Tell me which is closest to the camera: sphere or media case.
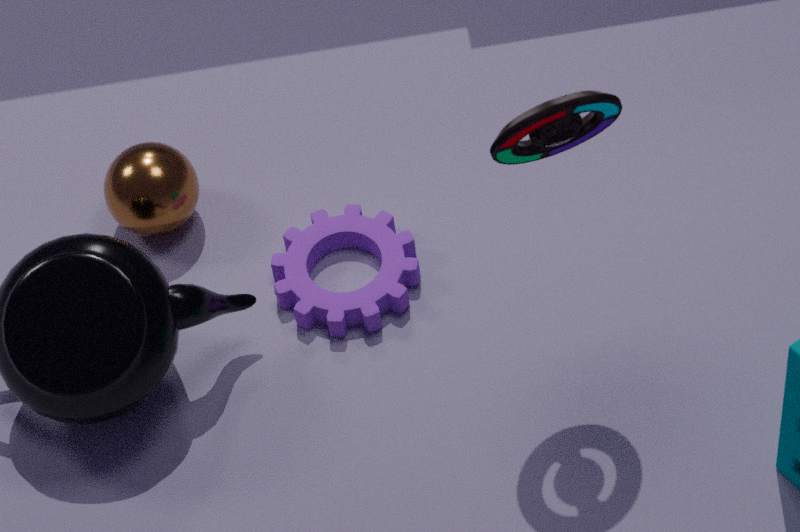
media case
